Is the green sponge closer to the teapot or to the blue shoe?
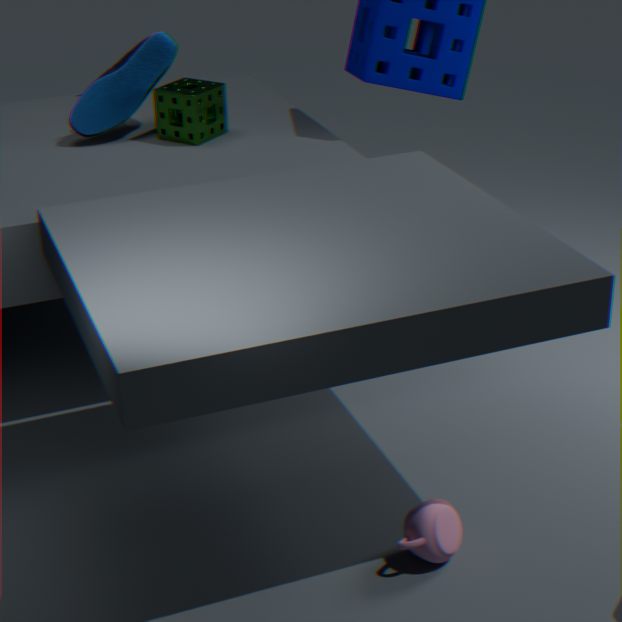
the blue shoe
